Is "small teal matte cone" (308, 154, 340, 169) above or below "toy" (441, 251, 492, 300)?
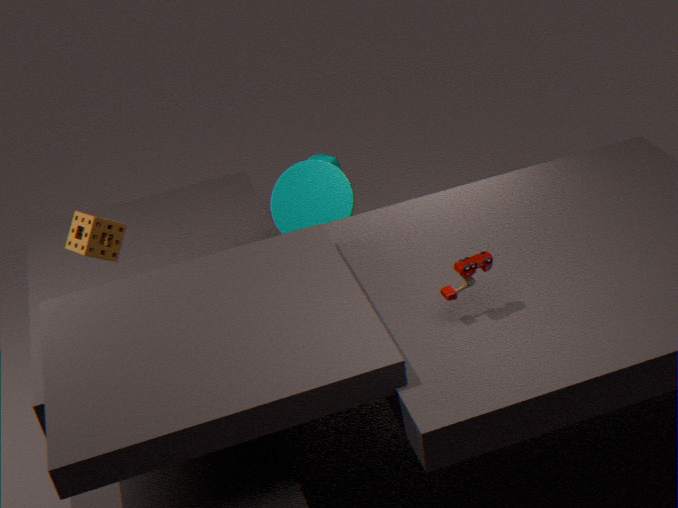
below
